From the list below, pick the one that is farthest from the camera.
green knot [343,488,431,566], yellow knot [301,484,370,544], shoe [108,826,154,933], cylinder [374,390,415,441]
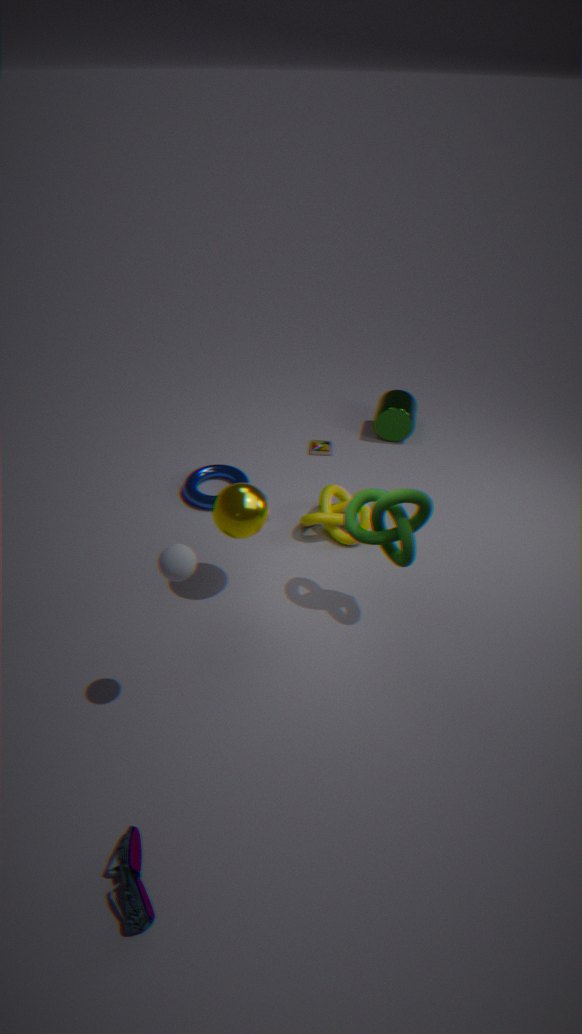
cylinder [374,390,415,441]
